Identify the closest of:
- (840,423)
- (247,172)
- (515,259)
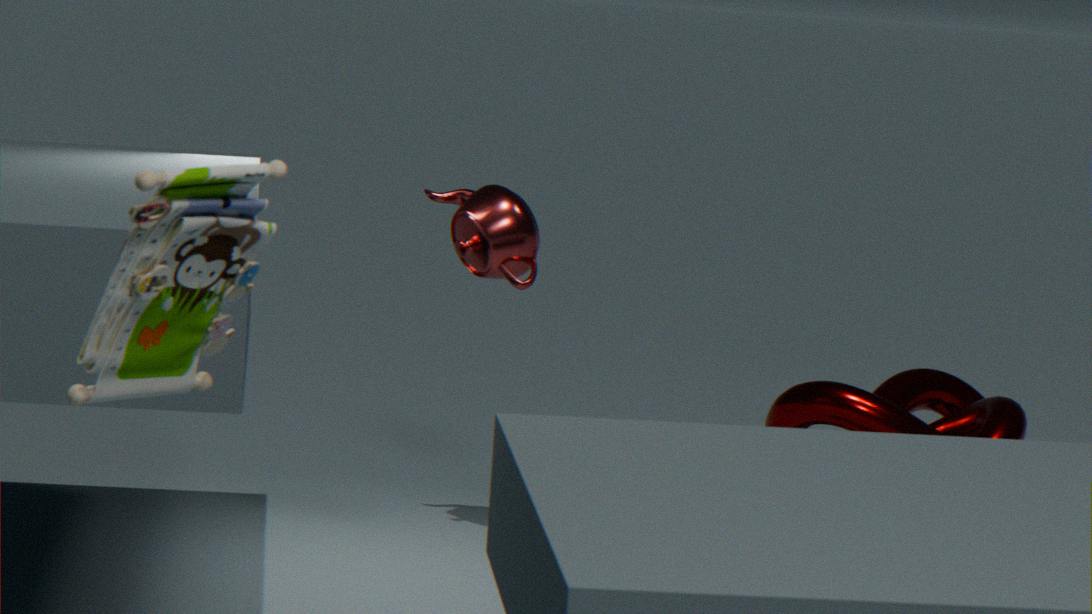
(247,172)
